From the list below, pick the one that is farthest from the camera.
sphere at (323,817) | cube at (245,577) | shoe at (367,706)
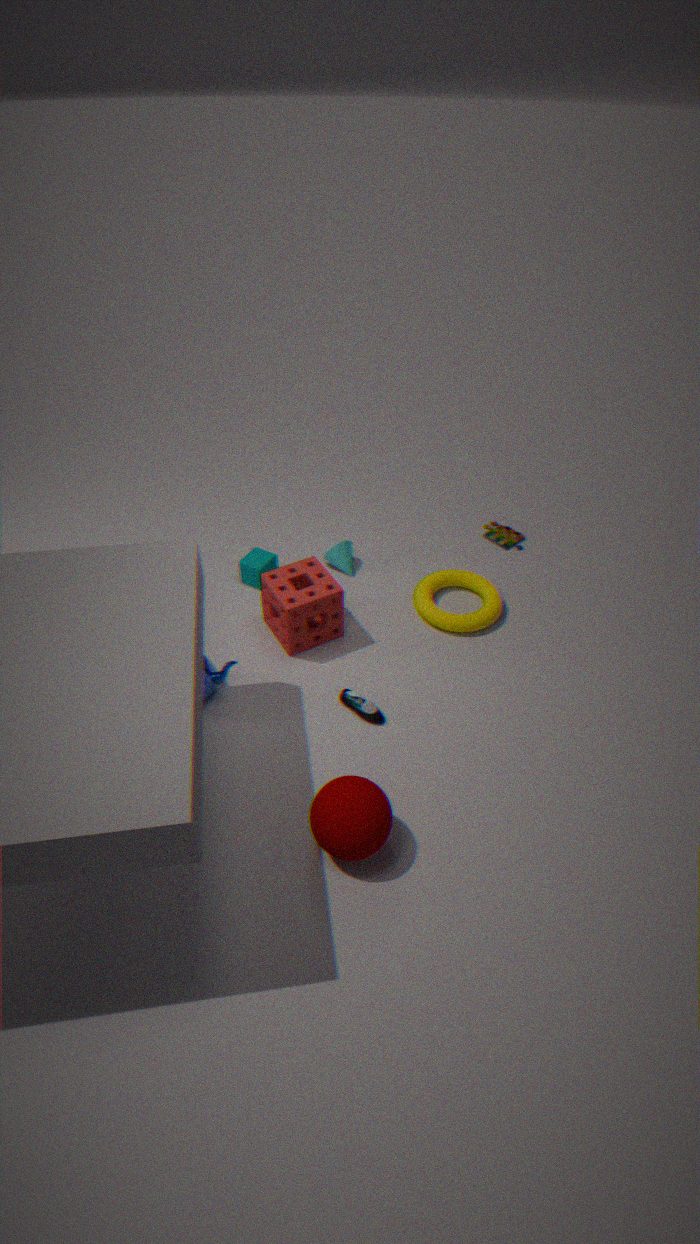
cube at (245,577)
